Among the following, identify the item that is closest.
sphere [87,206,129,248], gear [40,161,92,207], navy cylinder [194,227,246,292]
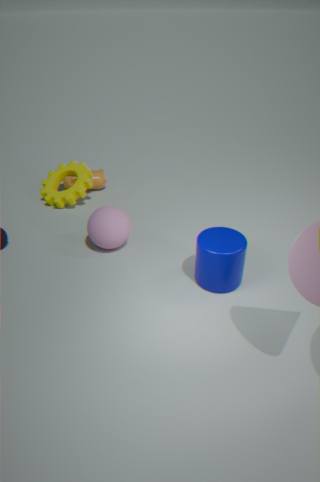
navy cylinder [194,227,246,292]
